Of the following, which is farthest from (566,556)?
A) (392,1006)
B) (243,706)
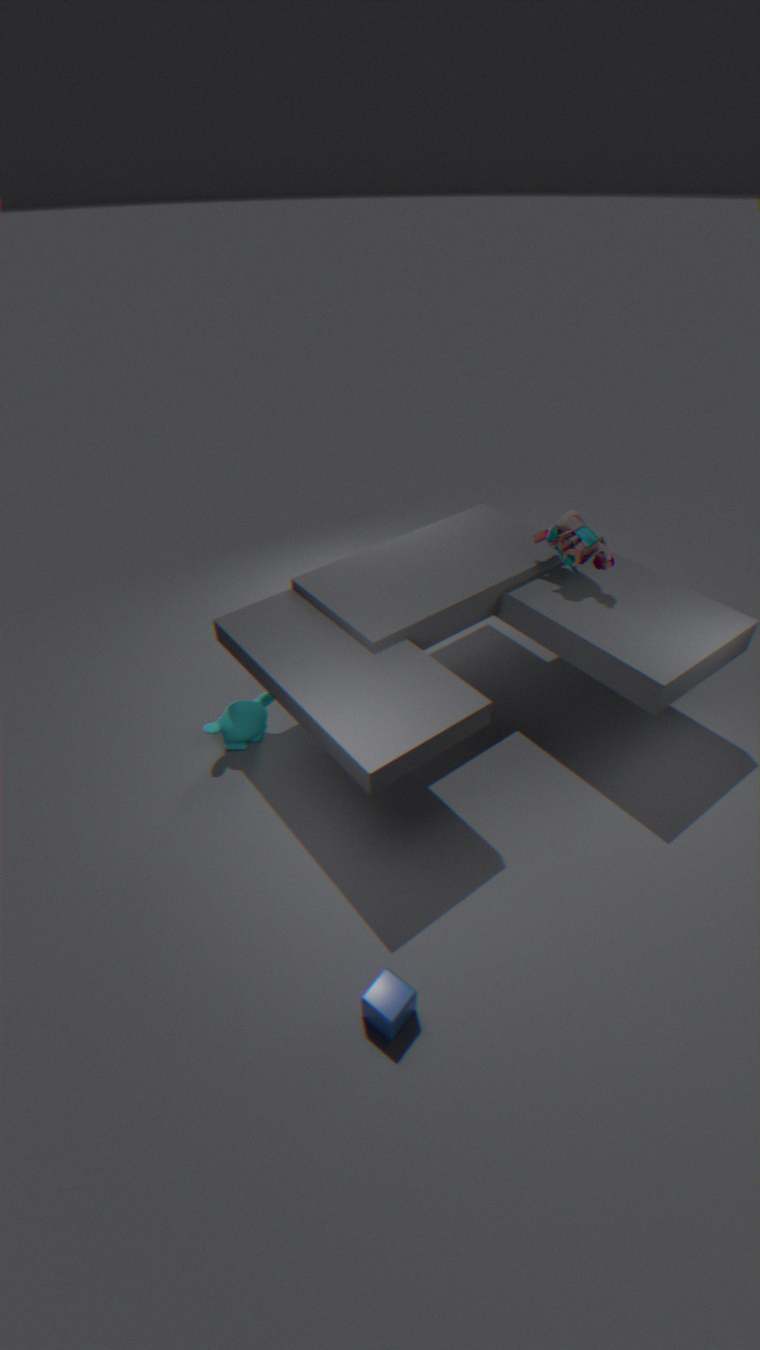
(392,1006)
